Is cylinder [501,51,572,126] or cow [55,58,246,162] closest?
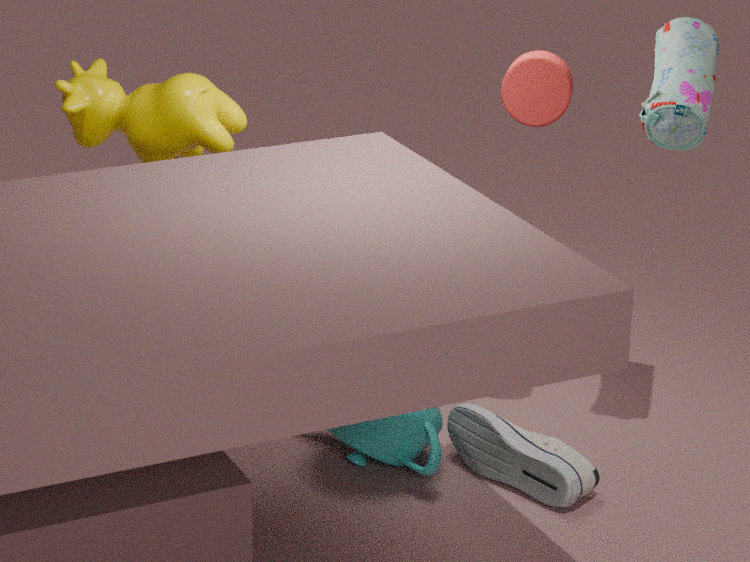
cylinder [501,51,572,126]
